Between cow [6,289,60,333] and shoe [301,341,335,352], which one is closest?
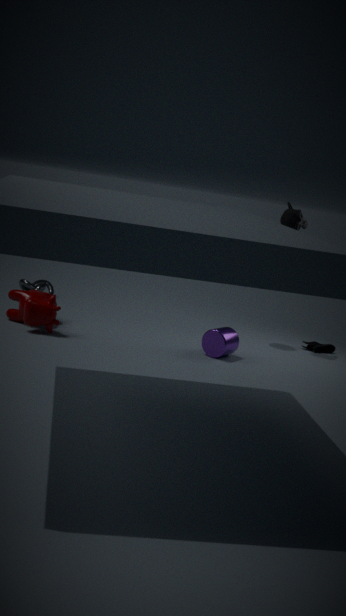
cow [6,289,60,333]
